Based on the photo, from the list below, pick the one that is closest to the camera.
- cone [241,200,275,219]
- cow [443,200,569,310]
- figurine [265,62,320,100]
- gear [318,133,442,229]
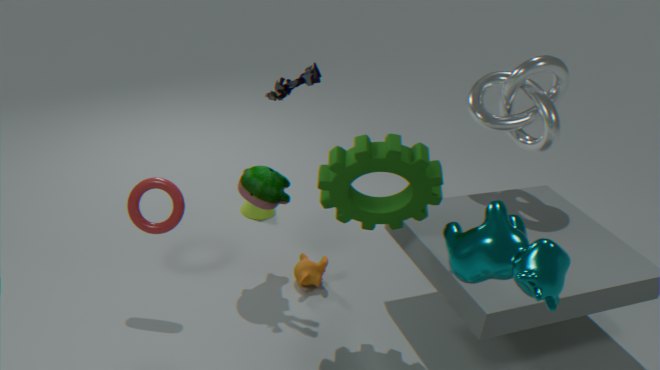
cow [443,200,569,310]
